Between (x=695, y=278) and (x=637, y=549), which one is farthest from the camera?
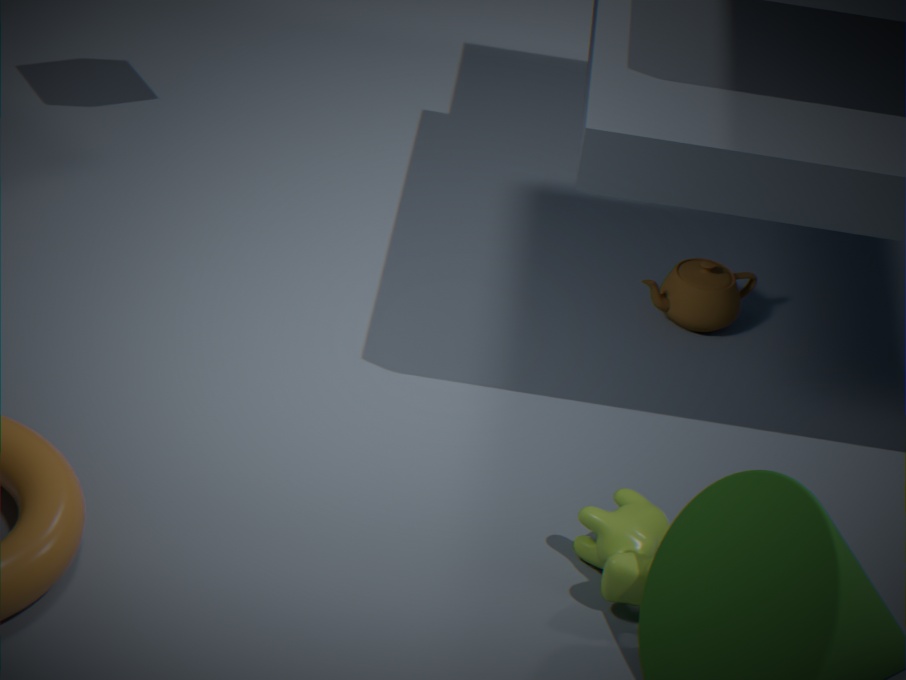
(x=695, y=278)
